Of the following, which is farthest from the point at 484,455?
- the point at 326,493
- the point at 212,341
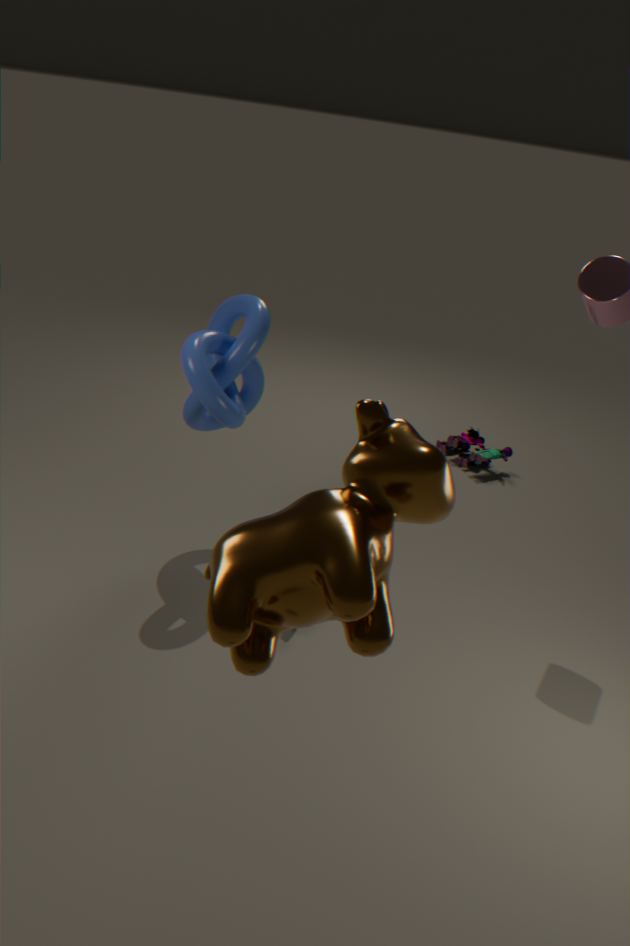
the point at 326,493
